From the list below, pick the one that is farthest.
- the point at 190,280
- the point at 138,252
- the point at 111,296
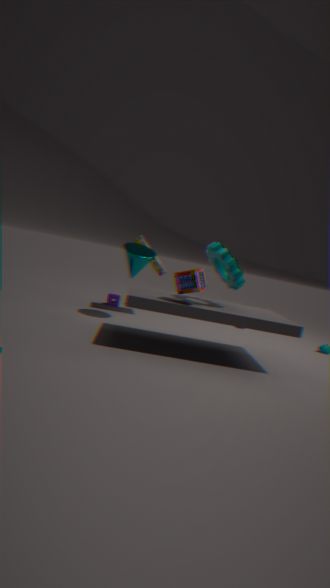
the point at 111,296
